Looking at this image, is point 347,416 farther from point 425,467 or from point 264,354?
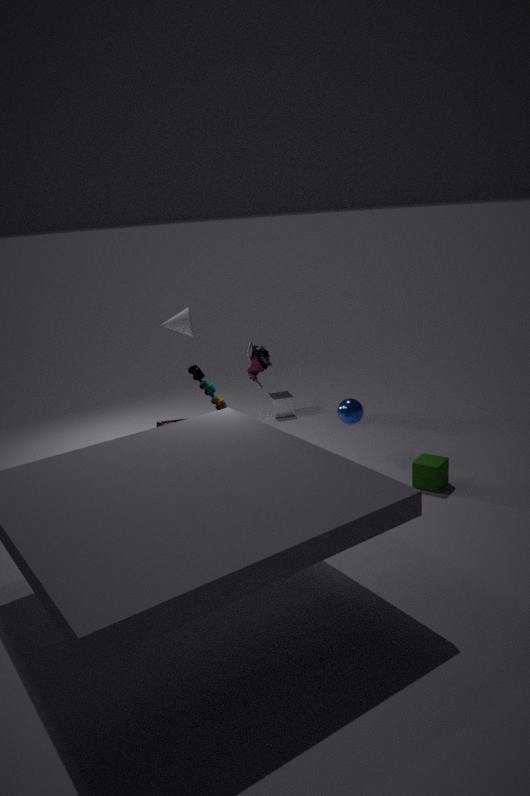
point 264,354
